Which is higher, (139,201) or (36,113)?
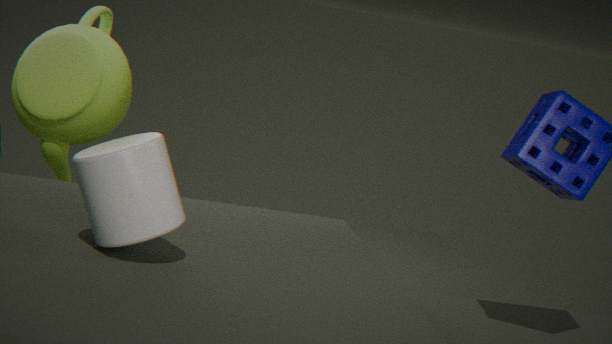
(36,113)
